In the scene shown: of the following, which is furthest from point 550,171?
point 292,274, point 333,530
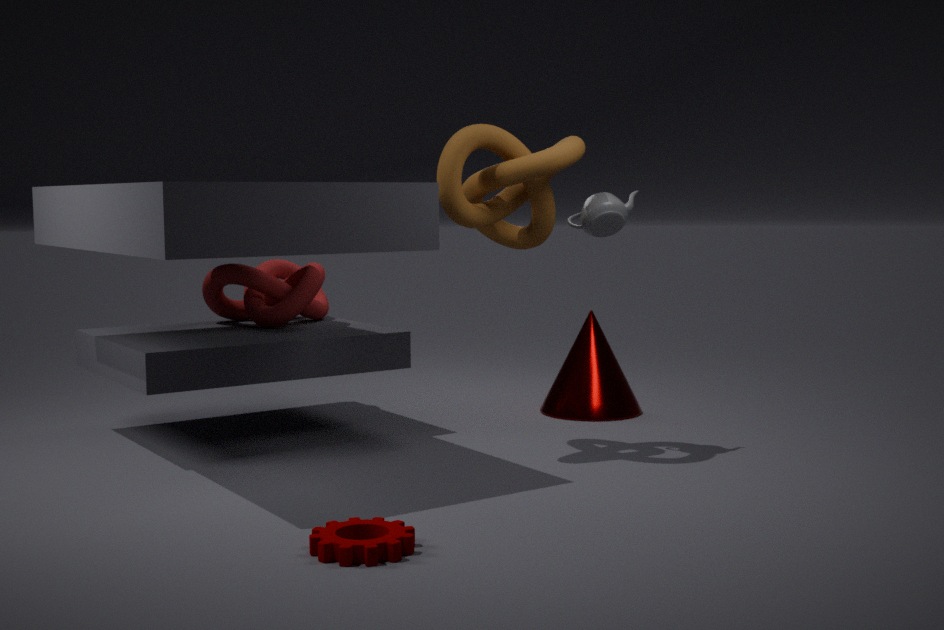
point 333,530
